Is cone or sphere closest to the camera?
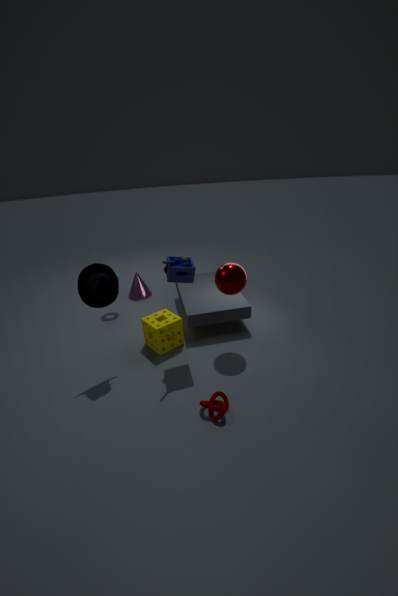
sphere
